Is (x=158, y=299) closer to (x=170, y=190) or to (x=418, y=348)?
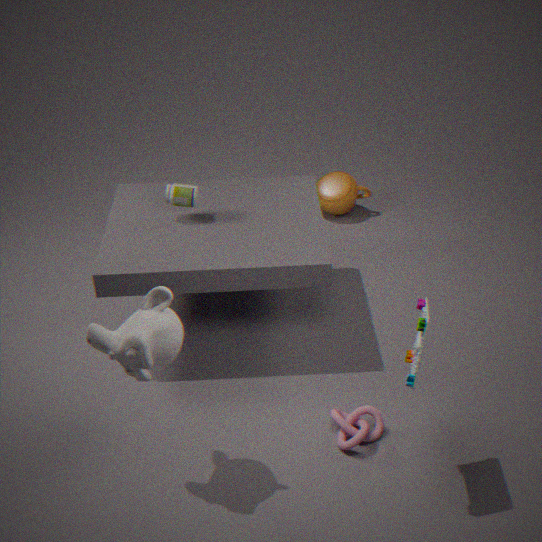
(x=418, y=348)
